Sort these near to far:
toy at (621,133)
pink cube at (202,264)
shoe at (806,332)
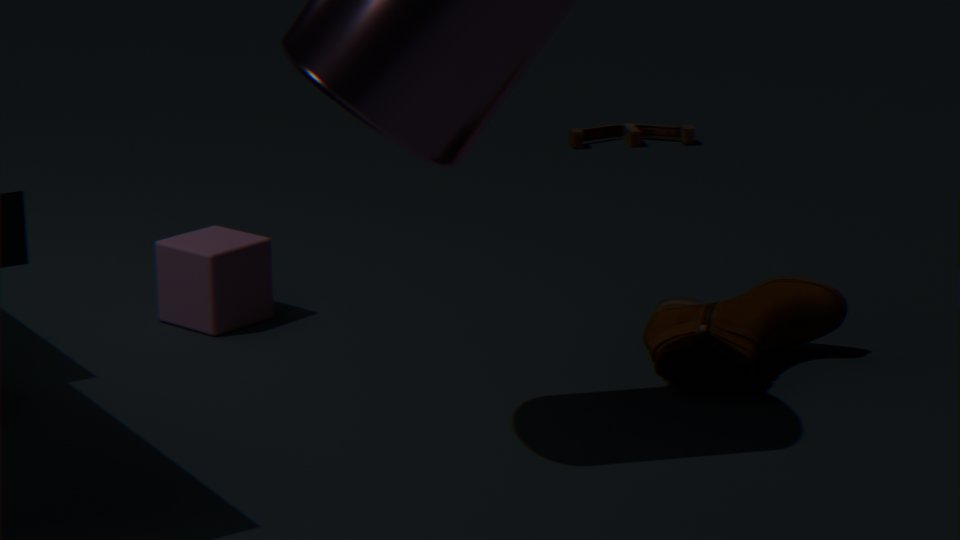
shoe at (806,332)
pink cube at (202,264)
toy at (621,133)
